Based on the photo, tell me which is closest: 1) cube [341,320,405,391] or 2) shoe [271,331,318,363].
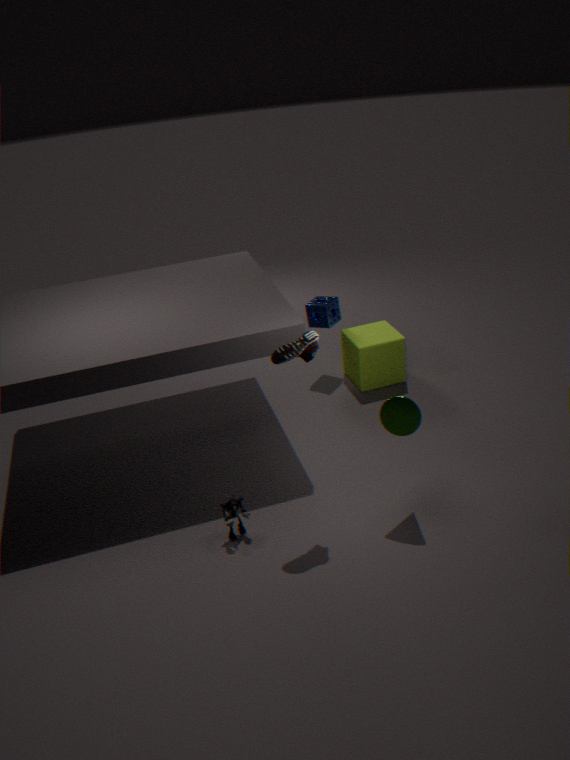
2. shoe [271,331,318,363]
